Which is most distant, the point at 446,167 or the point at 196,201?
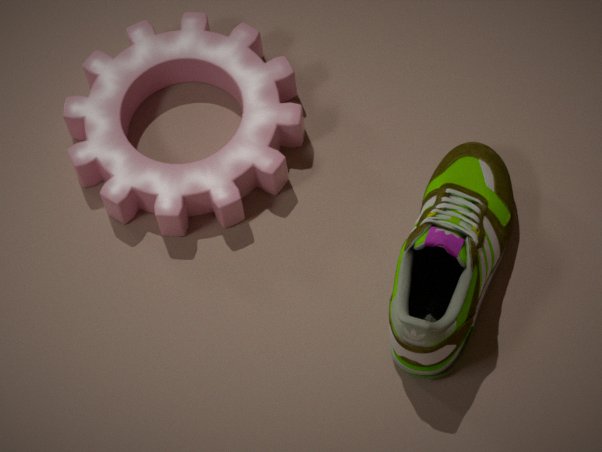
the point at 196,201
